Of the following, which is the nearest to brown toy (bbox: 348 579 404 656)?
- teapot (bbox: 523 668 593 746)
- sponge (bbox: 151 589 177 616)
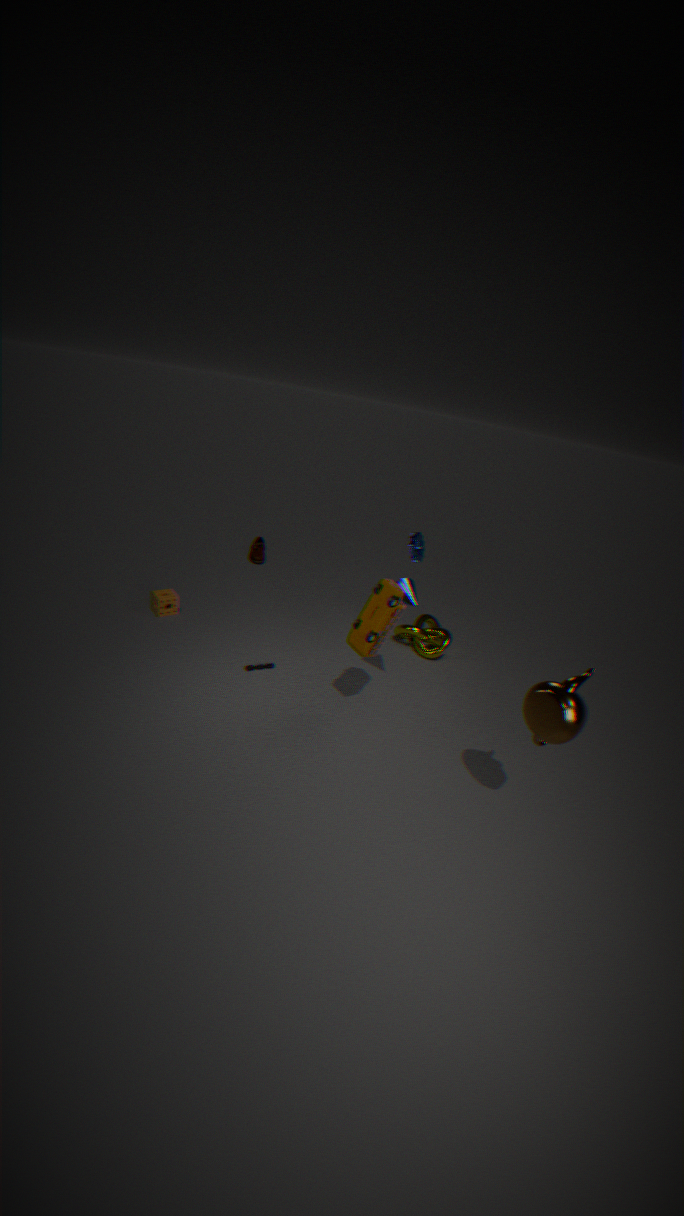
teapot (bbox: 523 668 593 746)
